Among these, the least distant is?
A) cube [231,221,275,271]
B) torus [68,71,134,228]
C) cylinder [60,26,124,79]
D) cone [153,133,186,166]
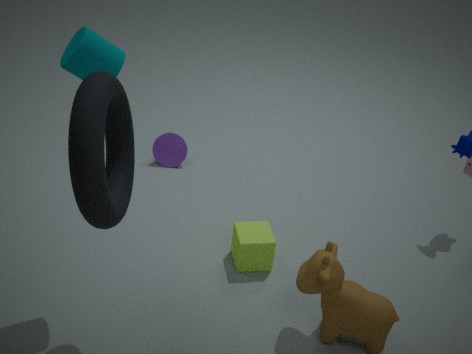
torus [68,71,134,228]
